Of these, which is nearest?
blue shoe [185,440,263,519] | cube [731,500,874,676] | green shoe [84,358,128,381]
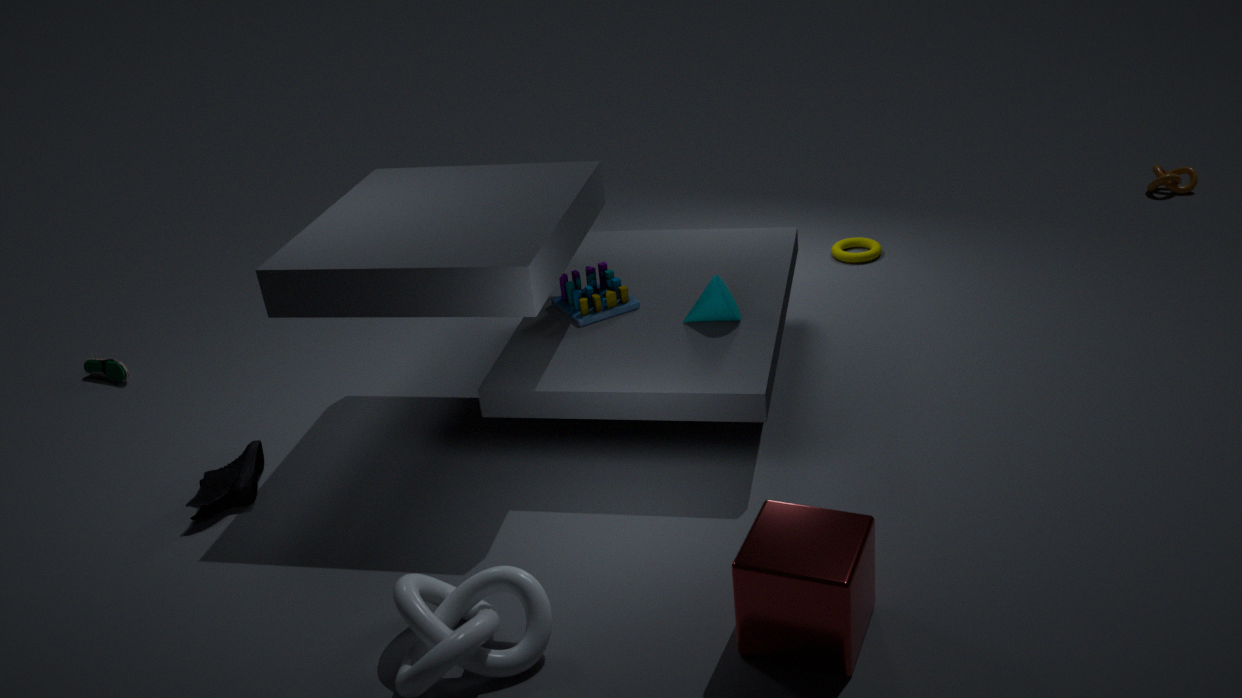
cube [731,500,874,676]
